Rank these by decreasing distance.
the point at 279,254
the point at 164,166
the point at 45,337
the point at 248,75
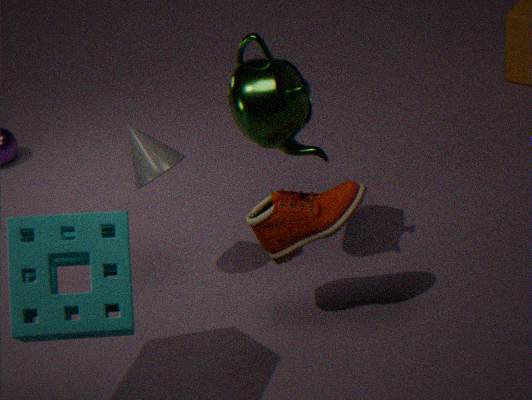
the point at 164,166 → the point at 279,254 → the point at 248,75 → the point at 45,337
